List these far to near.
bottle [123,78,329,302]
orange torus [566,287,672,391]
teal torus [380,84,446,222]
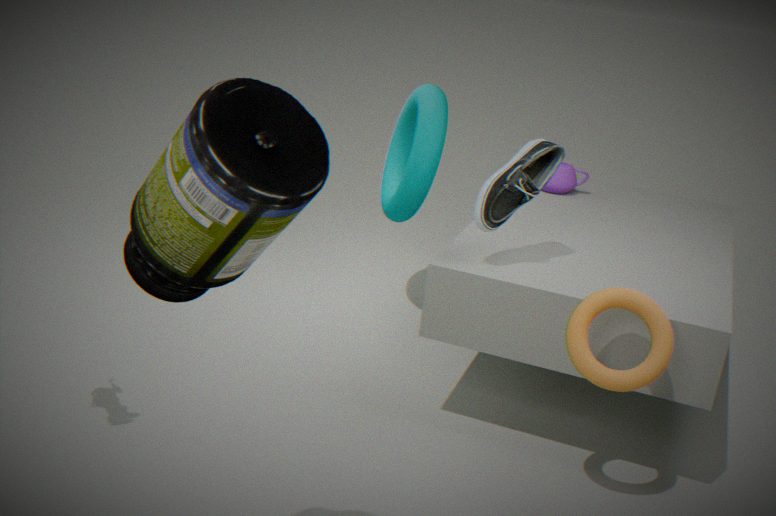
teal torus [380,84,446,222], orange torus [566,287,672,391], bottle [123,78,329,302]
